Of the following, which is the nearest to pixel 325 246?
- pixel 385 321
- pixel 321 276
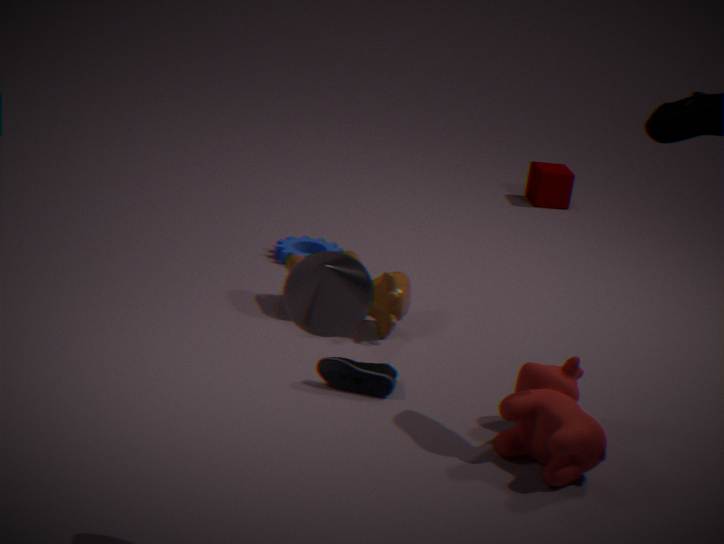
pixel 385 321
